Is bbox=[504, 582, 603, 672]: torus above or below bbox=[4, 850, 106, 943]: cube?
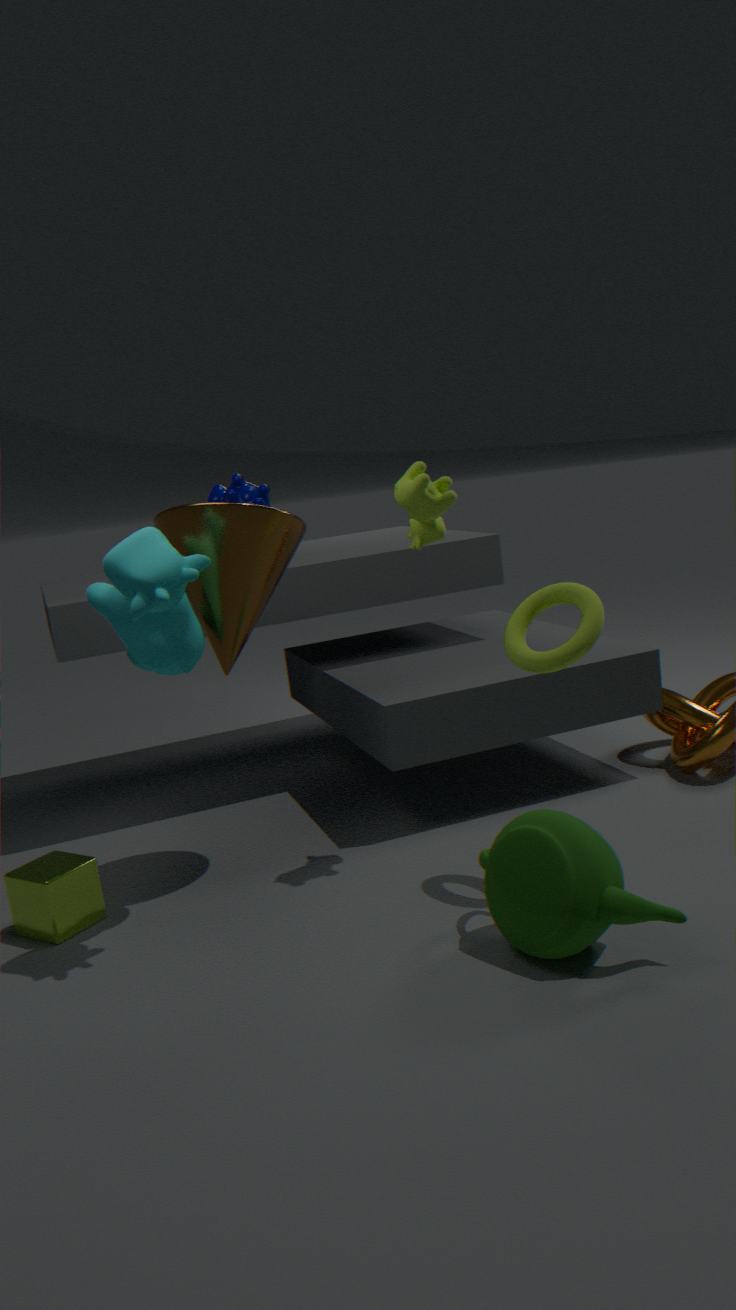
above
